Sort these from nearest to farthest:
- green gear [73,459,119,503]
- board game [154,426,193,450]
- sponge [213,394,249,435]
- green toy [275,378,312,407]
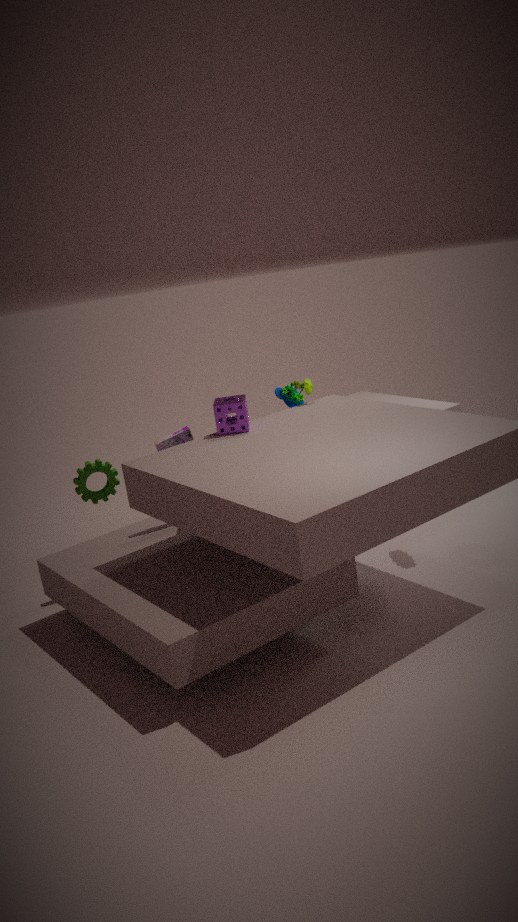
sponge [213,394,249,435]
board game [154,426,193,450]
green gear [73,459,119,503]
green toy [275,378,312,407]
